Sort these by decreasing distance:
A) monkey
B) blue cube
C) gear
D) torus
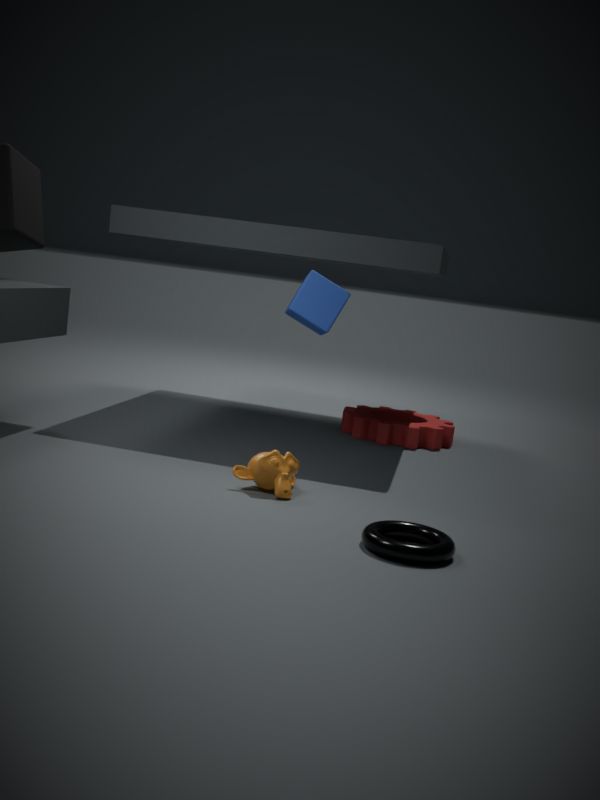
1. gear
2. blue cube
3. monkey
4. torus
